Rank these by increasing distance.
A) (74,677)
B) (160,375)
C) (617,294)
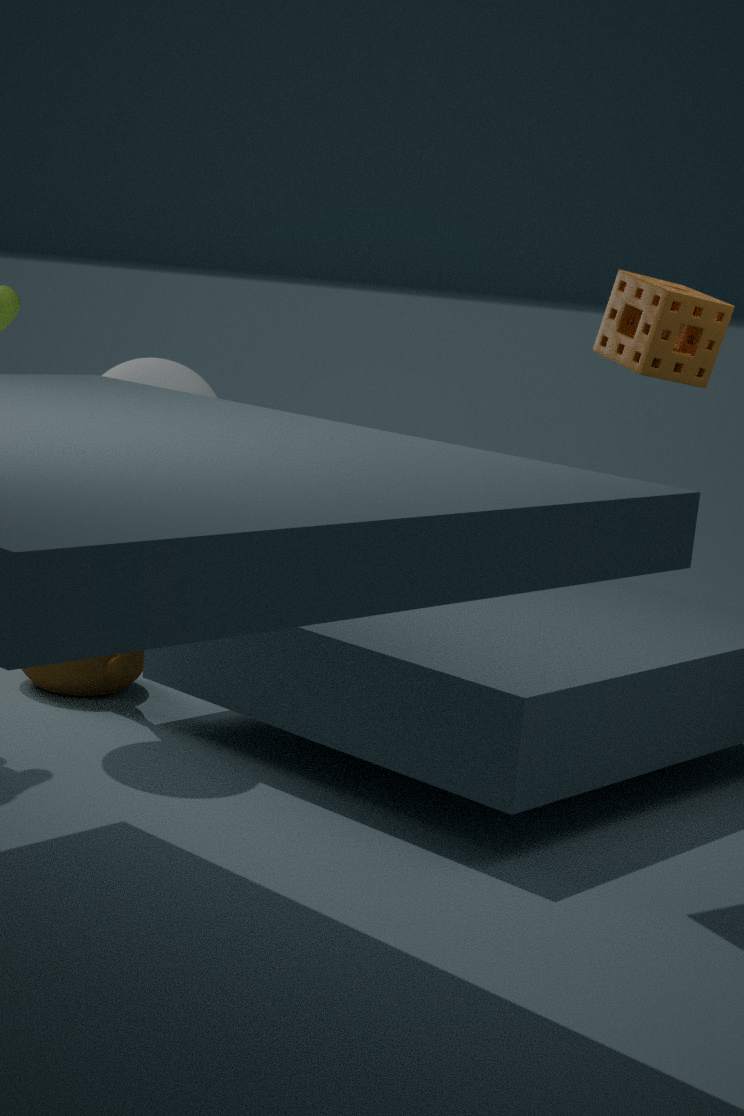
1. (617,294)
2. (160,375)
3. (74,677)
